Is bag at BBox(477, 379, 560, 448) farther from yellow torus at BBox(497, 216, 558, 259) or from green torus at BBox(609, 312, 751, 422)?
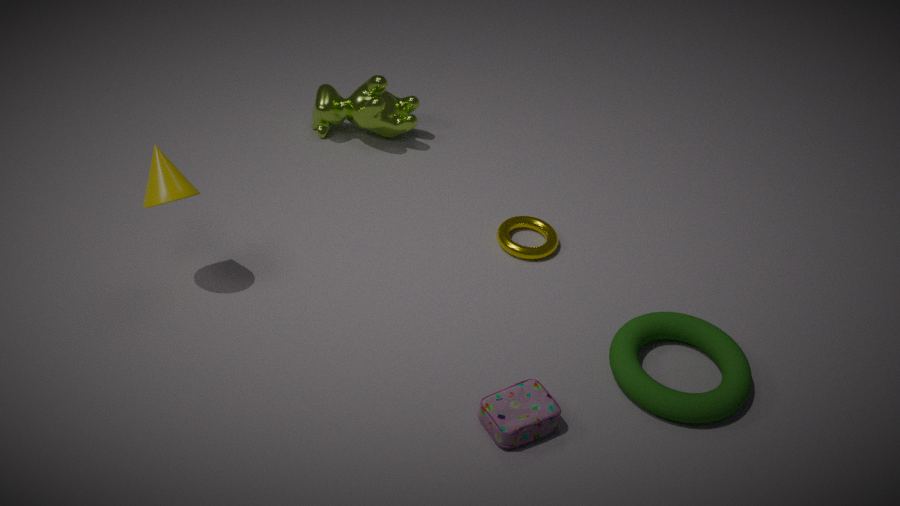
yellow torus at BBox(497, 216, 558, 259)
